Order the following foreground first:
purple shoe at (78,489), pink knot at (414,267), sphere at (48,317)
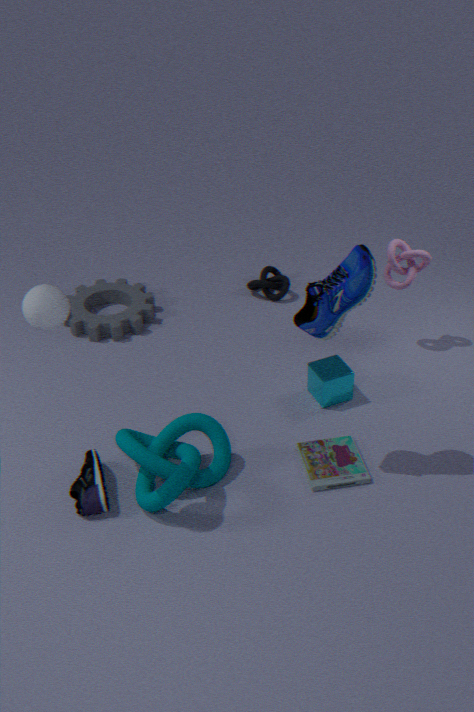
sphere at (48,317) < purple shoe at (78,489) < pink knot at (414,267)
